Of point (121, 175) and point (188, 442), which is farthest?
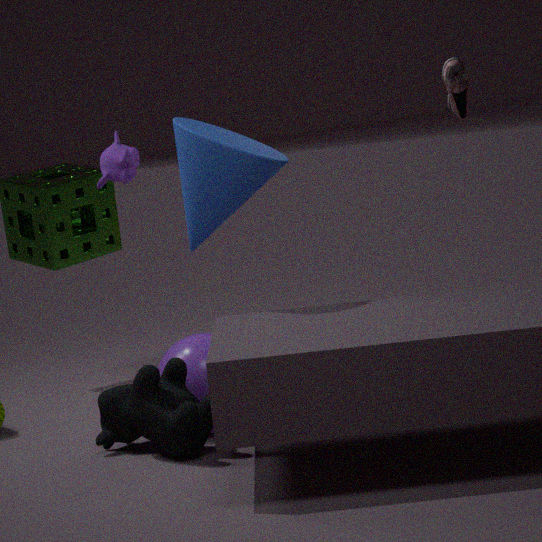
point (121, 175)
